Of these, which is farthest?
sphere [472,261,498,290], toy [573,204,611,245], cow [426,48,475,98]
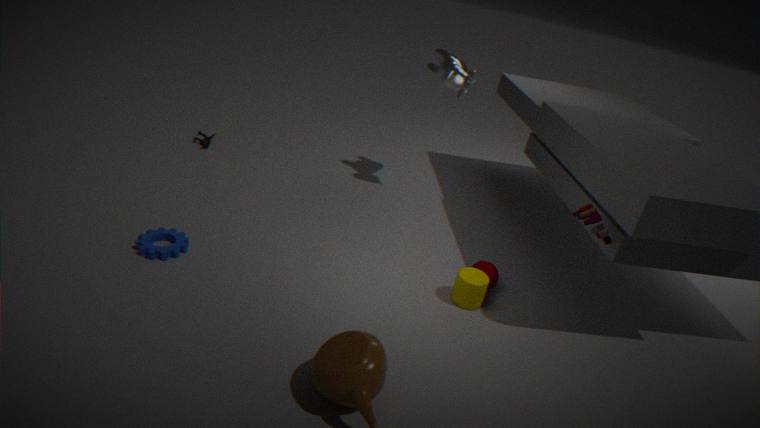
cow [426,48,475,98]
